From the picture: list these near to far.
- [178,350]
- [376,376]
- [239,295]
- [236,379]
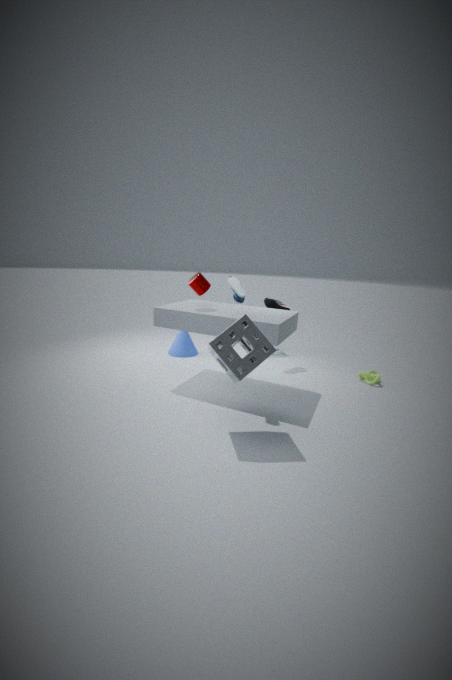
[236,379]
[239,295]
[376,376]
[178,350]
